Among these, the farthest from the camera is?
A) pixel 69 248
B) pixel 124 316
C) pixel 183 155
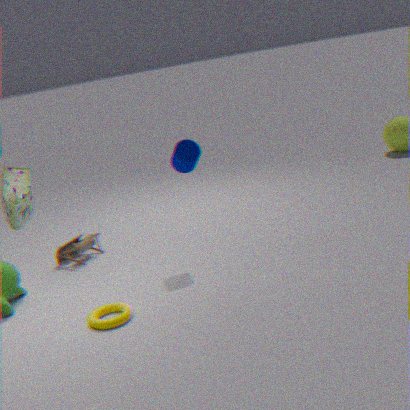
A. pixel 69 248
